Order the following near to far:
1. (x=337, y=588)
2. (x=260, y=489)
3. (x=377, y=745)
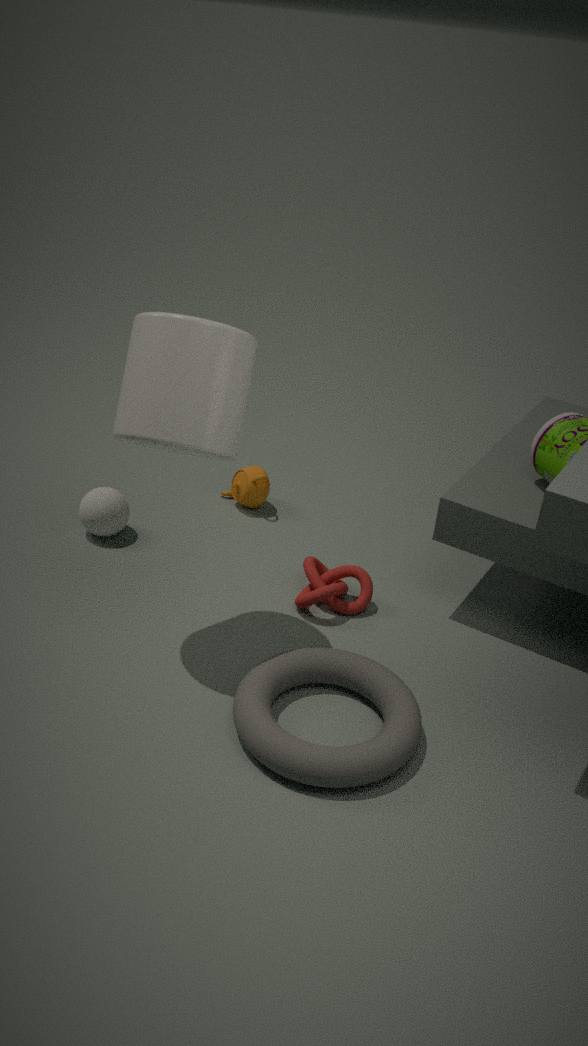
(x=377, y=745) < (x=337, y=588) < (x=260, y=489)
